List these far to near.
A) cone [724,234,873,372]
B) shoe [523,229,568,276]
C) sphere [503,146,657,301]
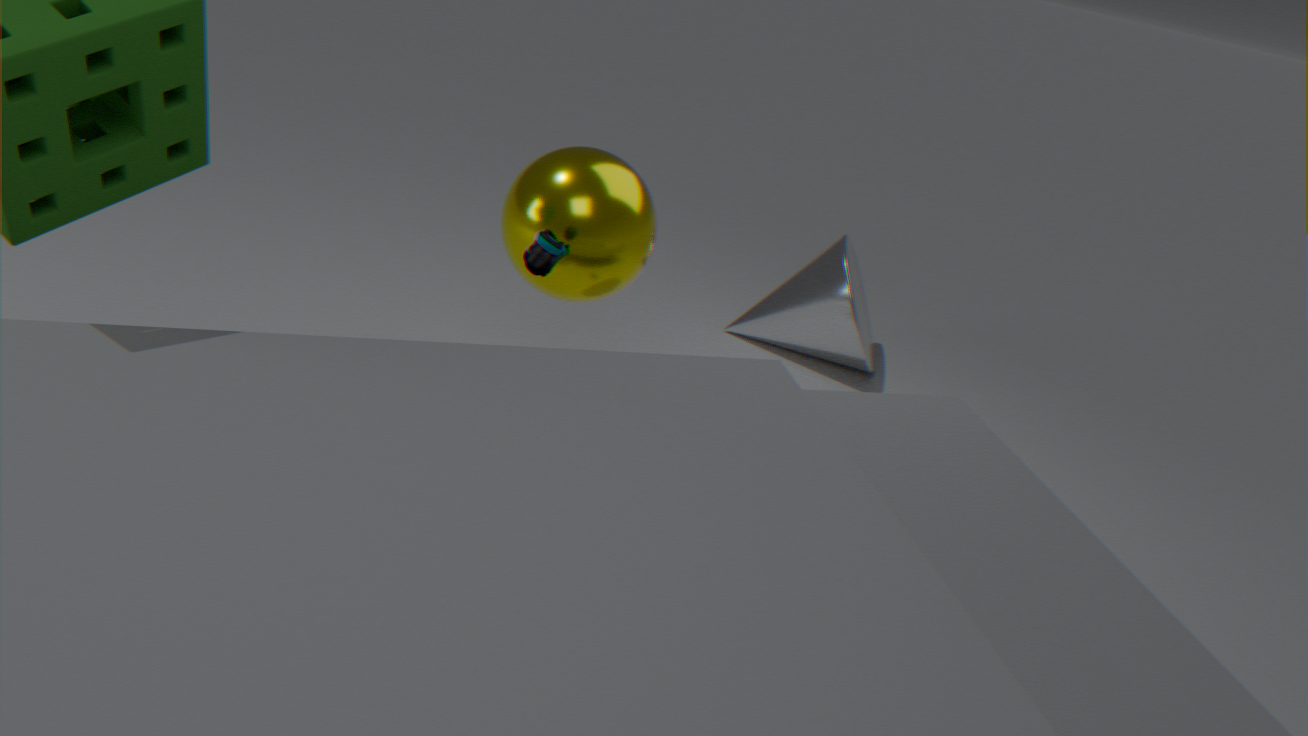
cone [724,234,873,372] → sphere [503,146,657,301] → shoe [523,229,568,276]
